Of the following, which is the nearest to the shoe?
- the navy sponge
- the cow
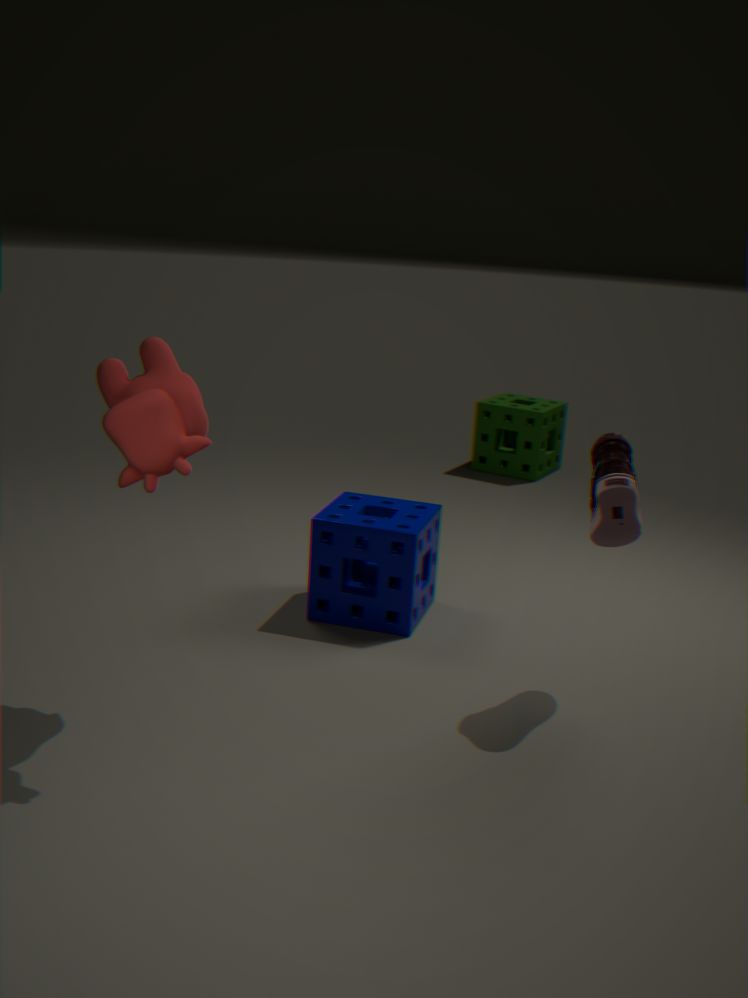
the navy sponge
